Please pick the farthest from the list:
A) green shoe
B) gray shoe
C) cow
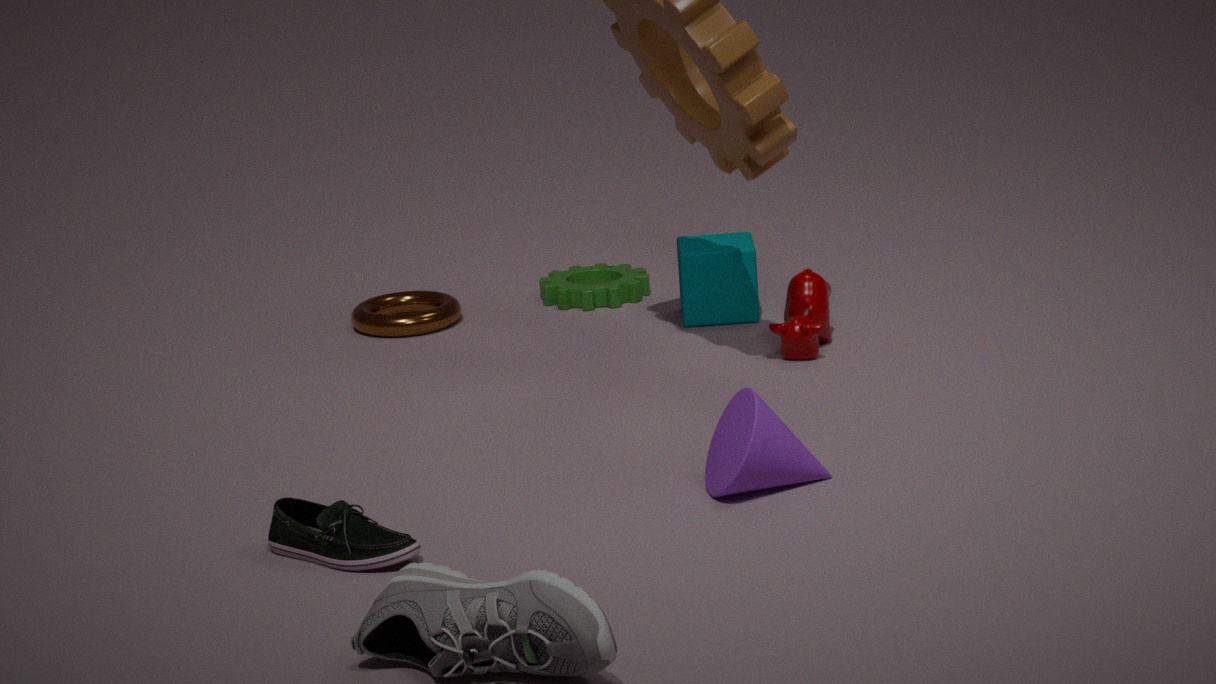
cow
